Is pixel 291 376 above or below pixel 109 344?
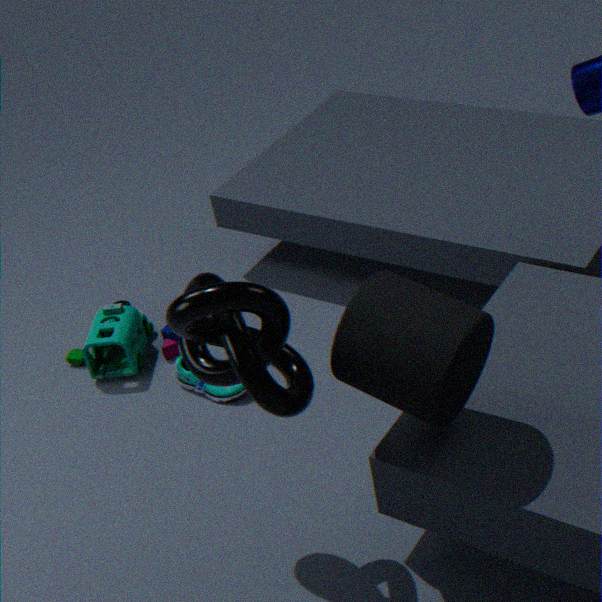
above
